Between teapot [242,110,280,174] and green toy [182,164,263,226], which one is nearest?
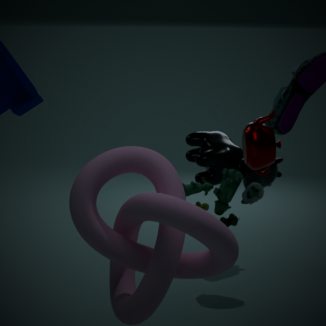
teapot [242,110,280,174]
